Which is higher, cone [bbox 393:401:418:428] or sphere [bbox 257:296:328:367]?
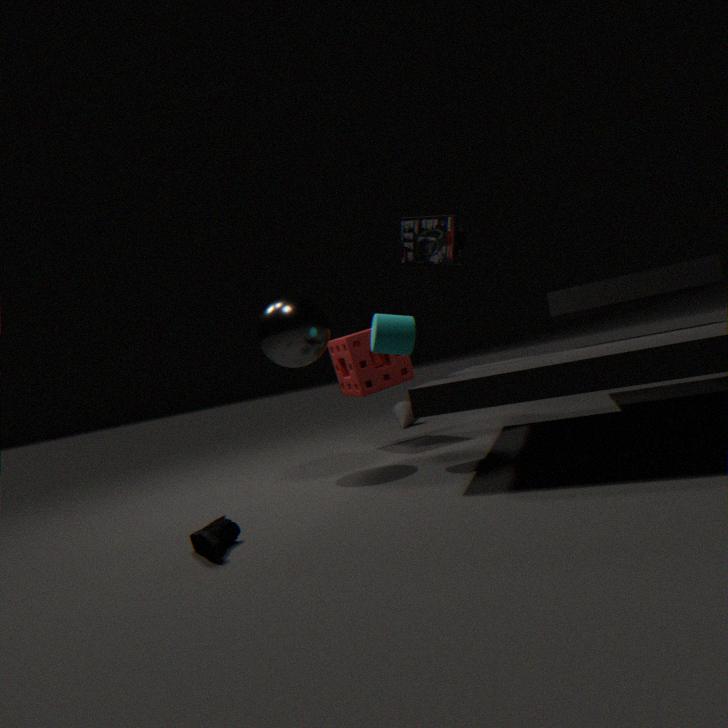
sphere [bbox 257:296:328:367]
